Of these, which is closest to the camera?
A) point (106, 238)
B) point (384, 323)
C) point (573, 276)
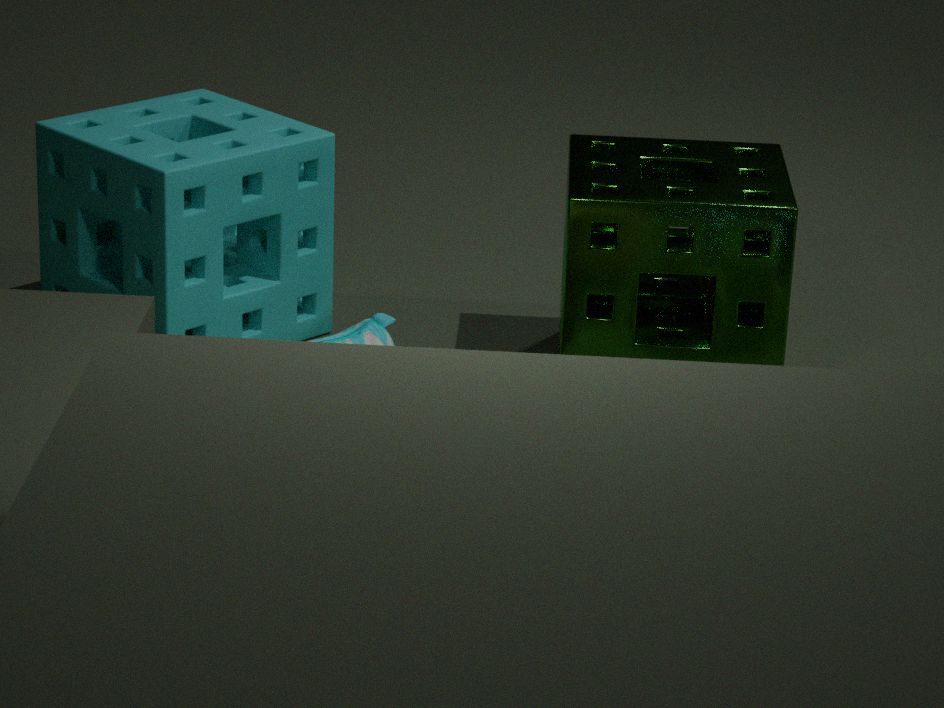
point (573, 276)
